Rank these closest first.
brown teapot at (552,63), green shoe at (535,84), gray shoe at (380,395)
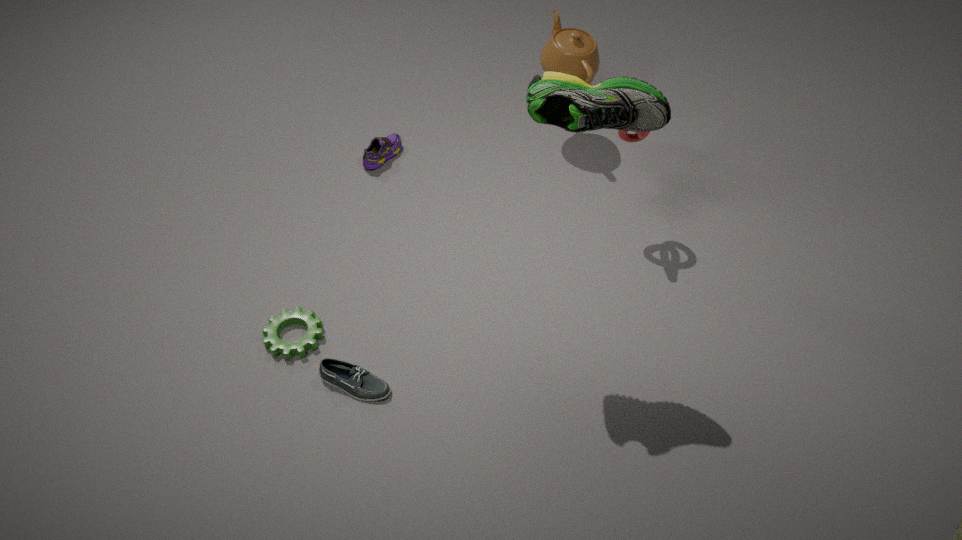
green shoe at (535,84)
gray shoe at (380,395)
brown teapot at (552,63)
